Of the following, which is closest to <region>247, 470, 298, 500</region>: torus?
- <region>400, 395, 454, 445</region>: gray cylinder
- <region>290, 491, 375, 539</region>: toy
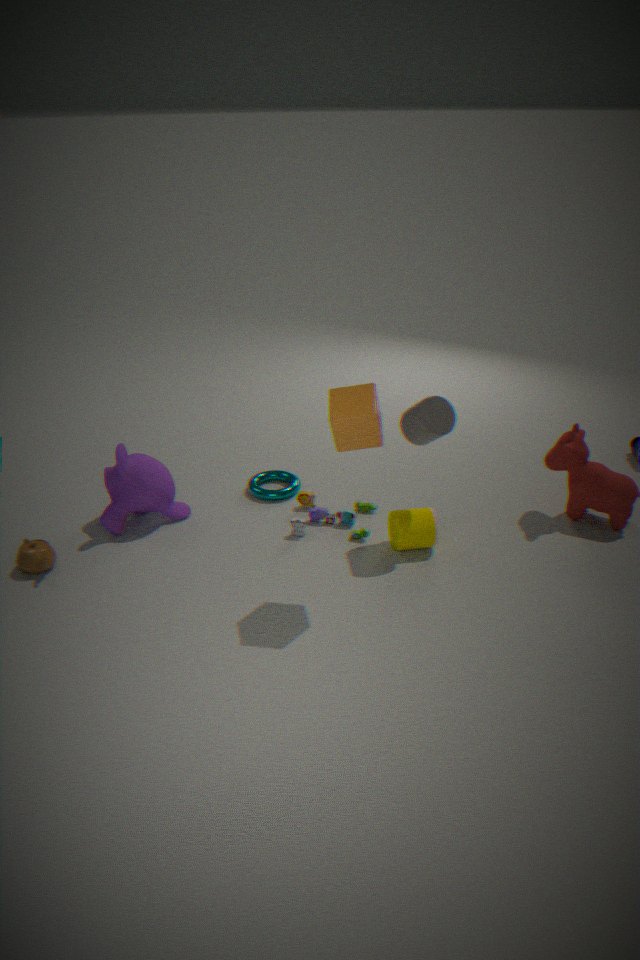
<region>290, 491, 375, 539</region>: toy
